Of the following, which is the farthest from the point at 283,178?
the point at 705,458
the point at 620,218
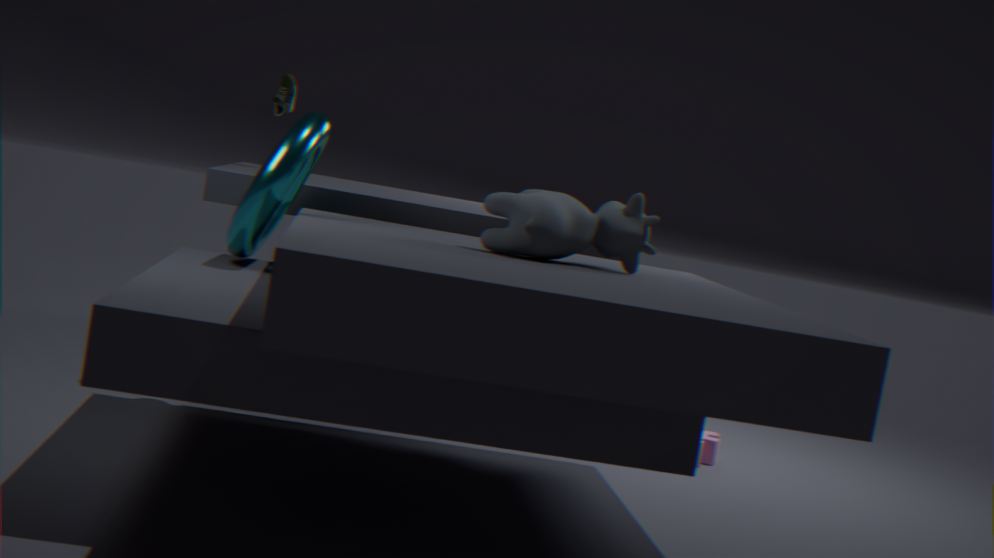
the point at 705,458
